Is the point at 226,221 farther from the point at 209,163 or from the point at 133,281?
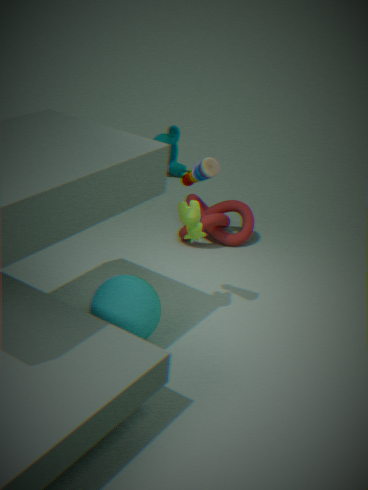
the point at 133,281
